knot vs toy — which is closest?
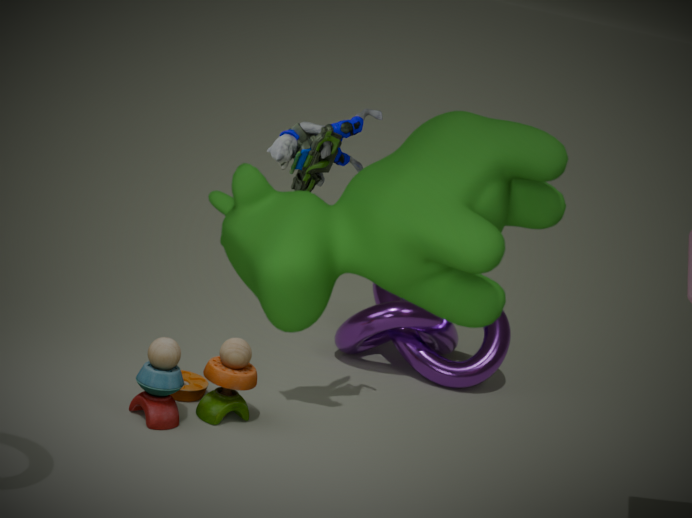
toy
